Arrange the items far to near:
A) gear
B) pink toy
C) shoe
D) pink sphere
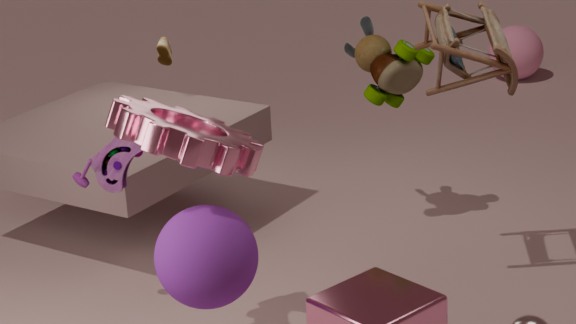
1. pink sphere
2. shoe
3. pink toy
4. gear
